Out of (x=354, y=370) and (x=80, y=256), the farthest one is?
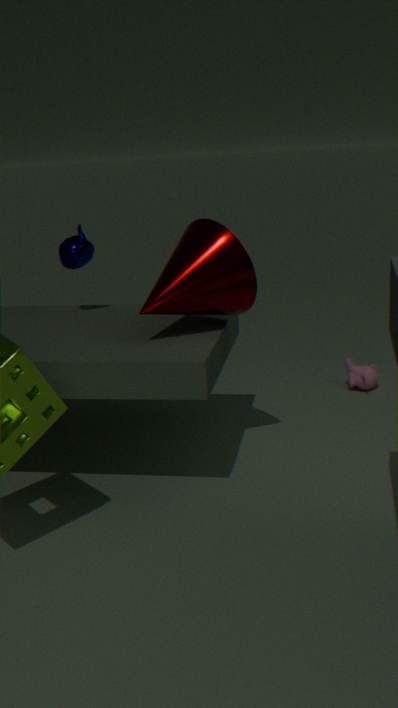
(x=354, y=370)
